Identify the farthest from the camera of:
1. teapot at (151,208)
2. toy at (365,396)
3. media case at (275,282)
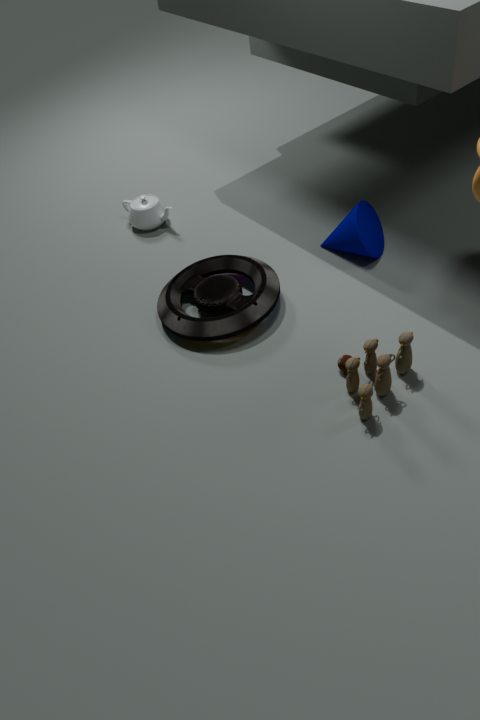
teapot at (151,208)
